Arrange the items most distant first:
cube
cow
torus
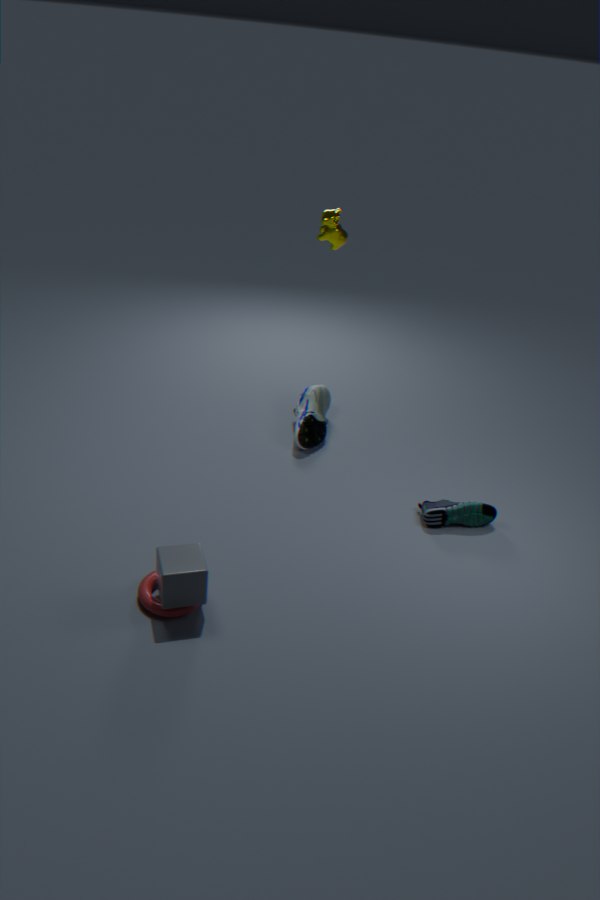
cow
torus
cube
